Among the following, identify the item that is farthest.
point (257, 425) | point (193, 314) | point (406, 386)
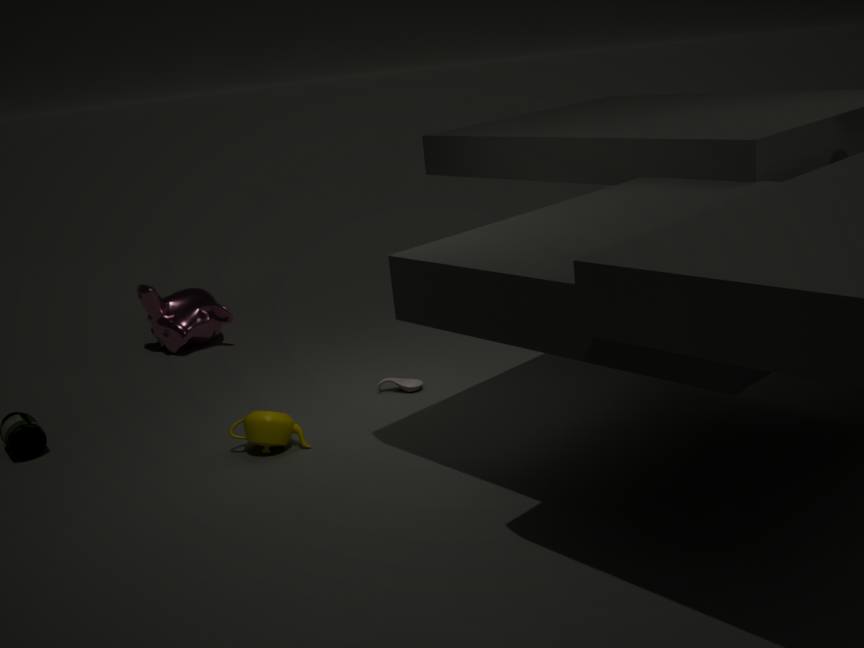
point (193, 314)
